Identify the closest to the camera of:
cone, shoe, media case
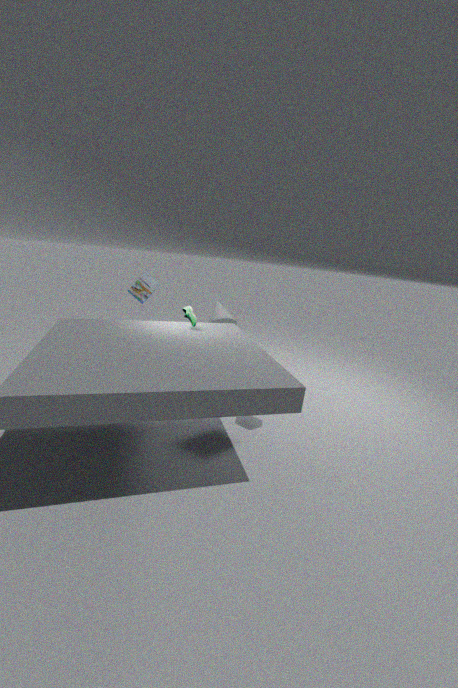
shoe
